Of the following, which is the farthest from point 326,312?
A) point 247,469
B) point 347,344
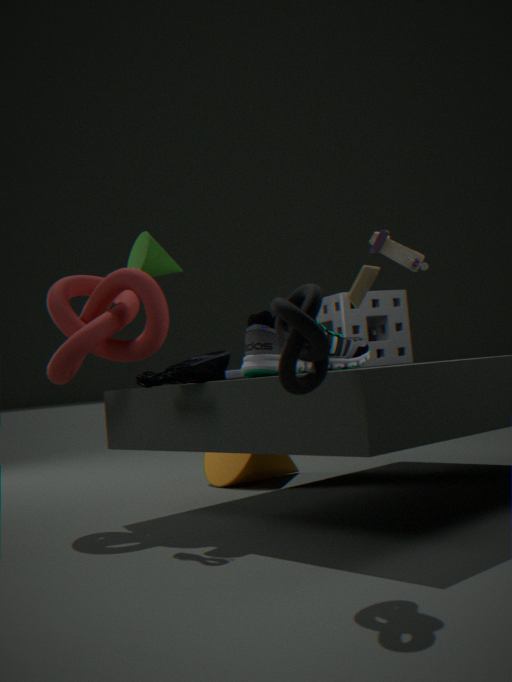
point 347,344
